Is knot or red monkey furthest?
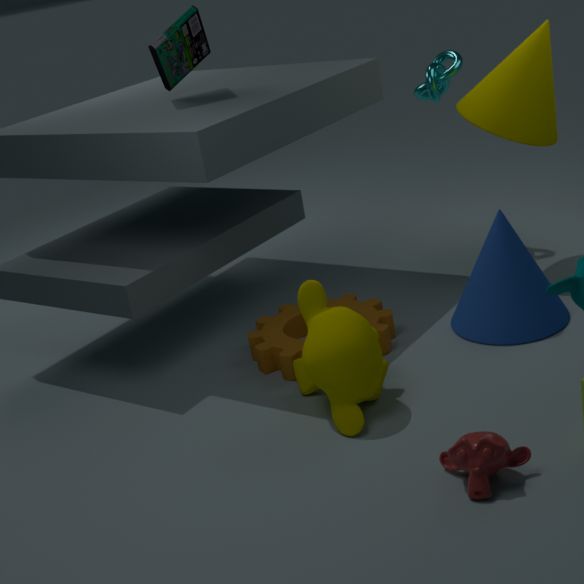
knot
